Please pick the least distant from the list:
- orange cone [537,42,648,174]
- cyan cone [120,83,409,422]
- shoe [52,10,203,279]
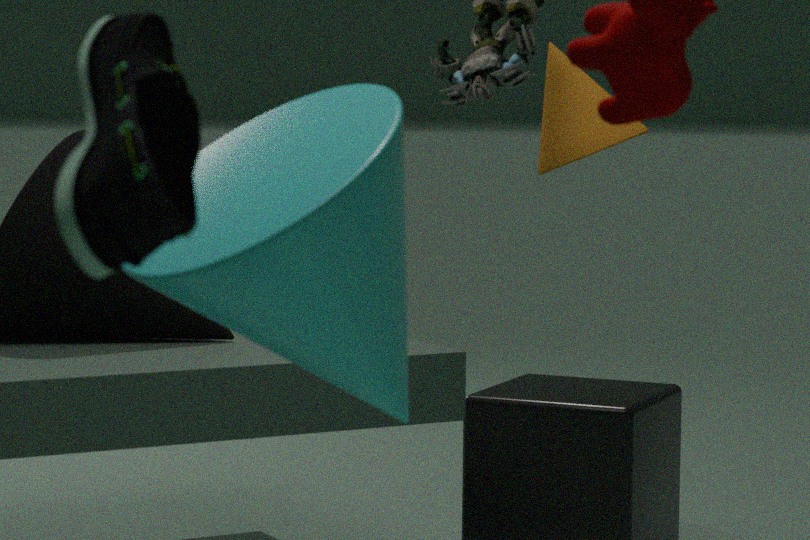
shoe [52,10,203,279]
